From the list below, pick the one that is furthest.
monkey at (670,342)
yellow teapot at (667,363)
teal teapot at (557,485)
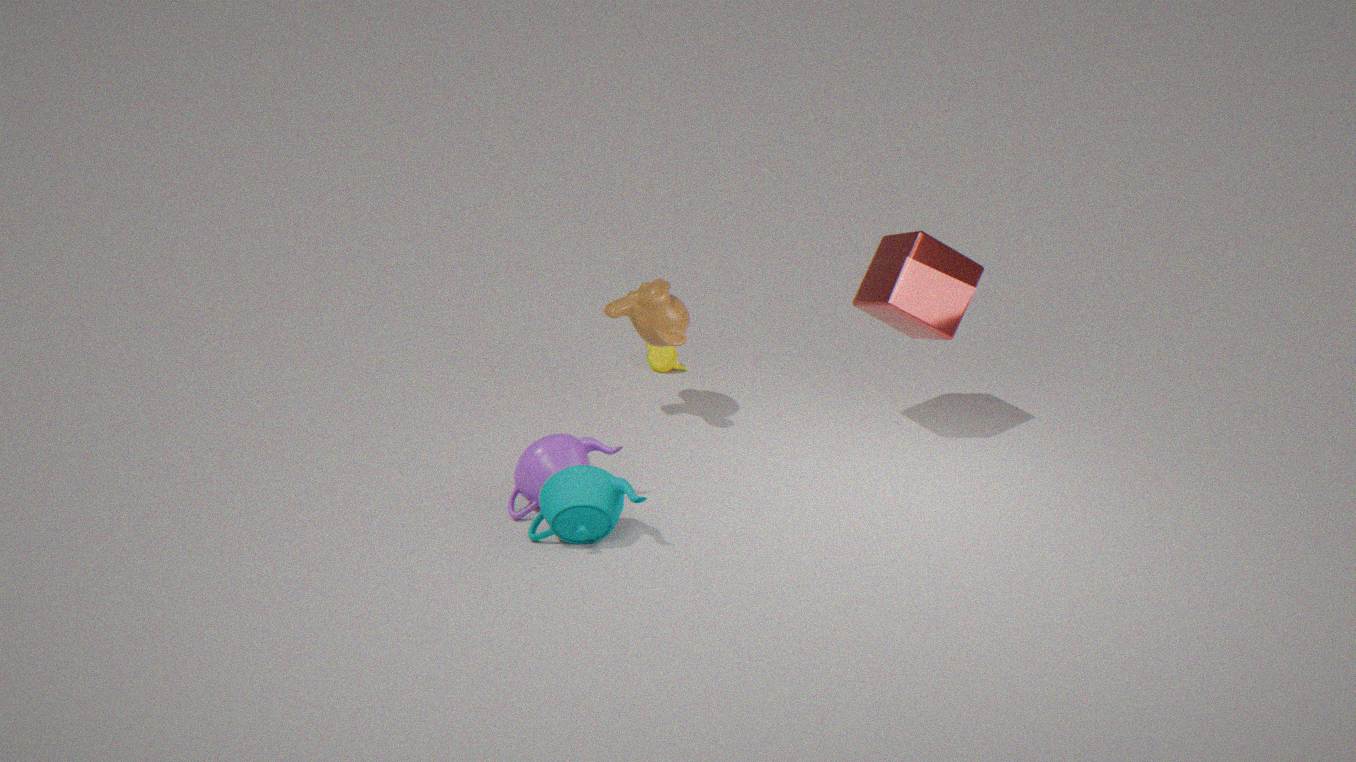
yellow teapot at (667,363)
